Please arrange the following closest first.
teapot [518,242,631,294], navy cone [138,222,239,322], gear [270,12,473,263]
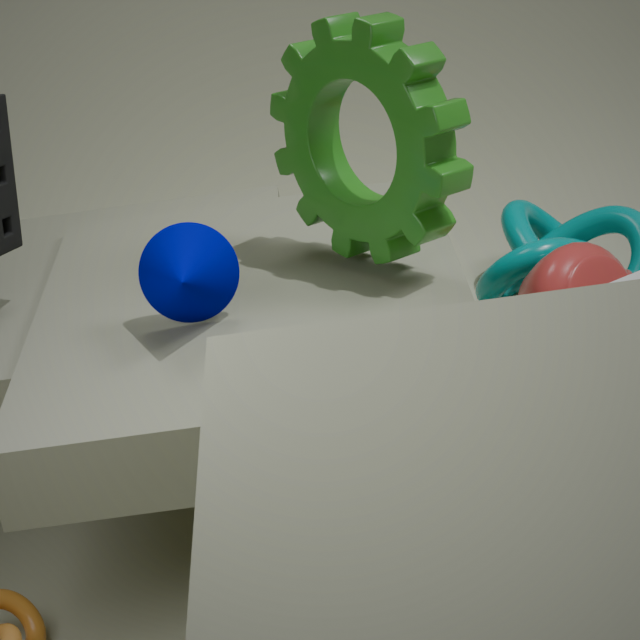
navy cone [138,222,239,322] < gear [270,12,473,263] < teapot [518,242,631,294]
